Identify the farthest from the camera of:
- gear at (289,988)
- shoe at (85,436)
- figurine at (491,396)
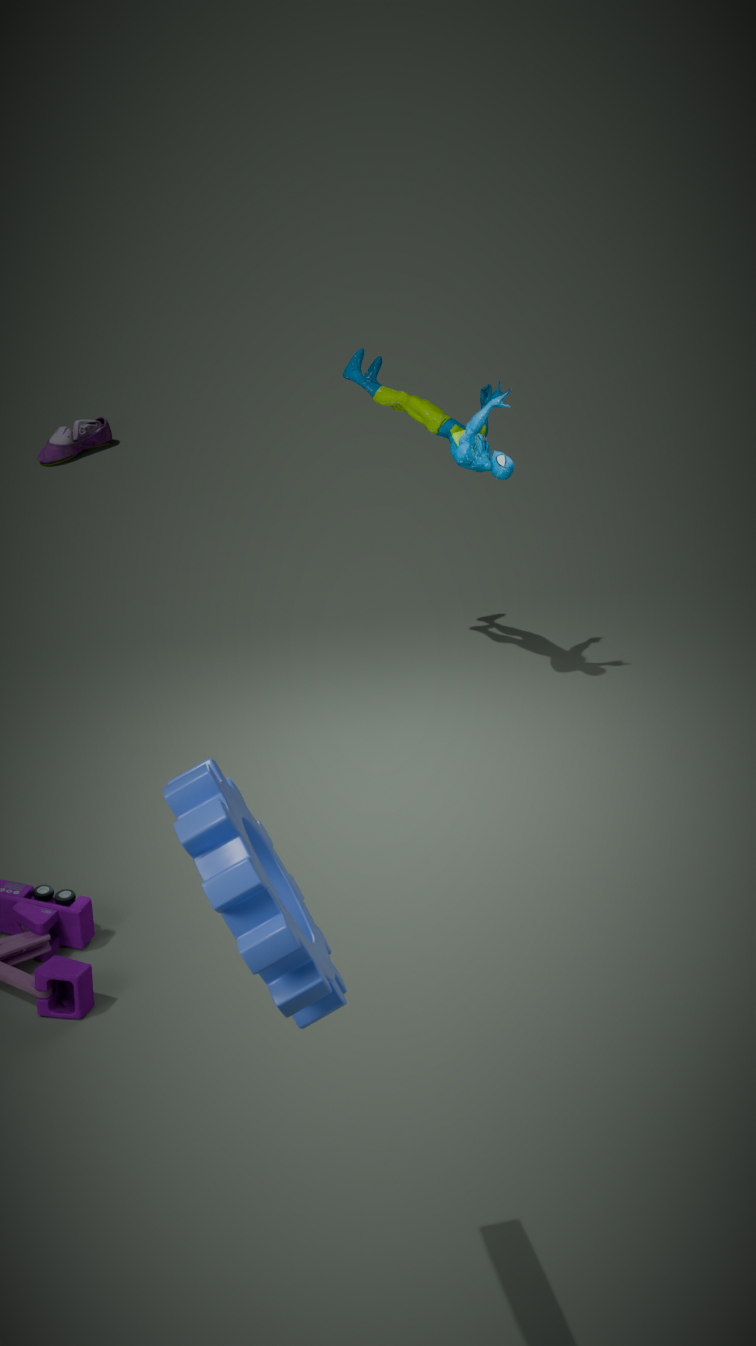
shoe at (85,436)
